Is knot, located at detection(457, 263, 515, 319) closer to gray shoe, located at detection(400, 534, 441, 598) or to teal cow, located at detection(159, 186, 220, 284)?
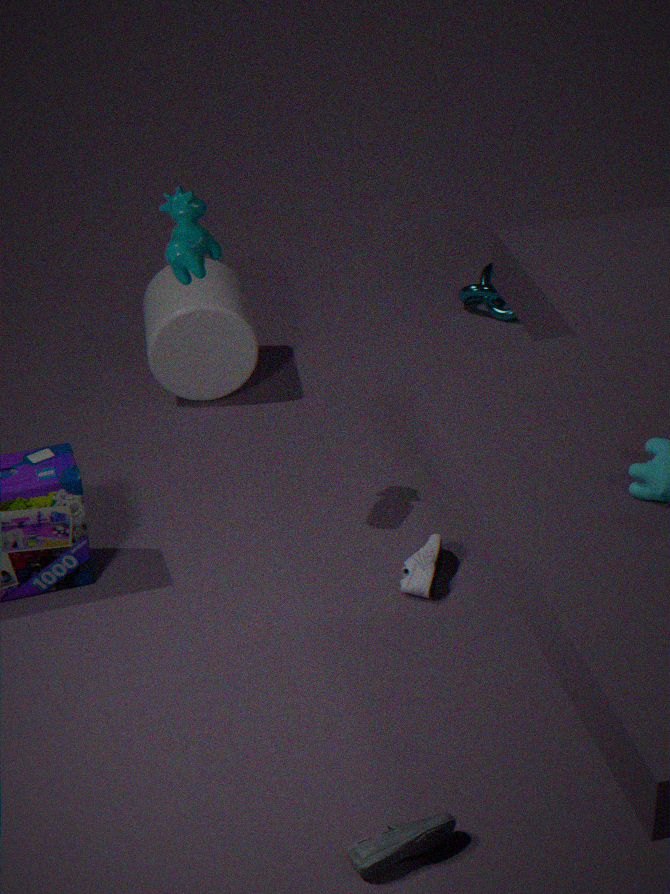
gray shoe, located at detection(400, 534, 441, 598)
